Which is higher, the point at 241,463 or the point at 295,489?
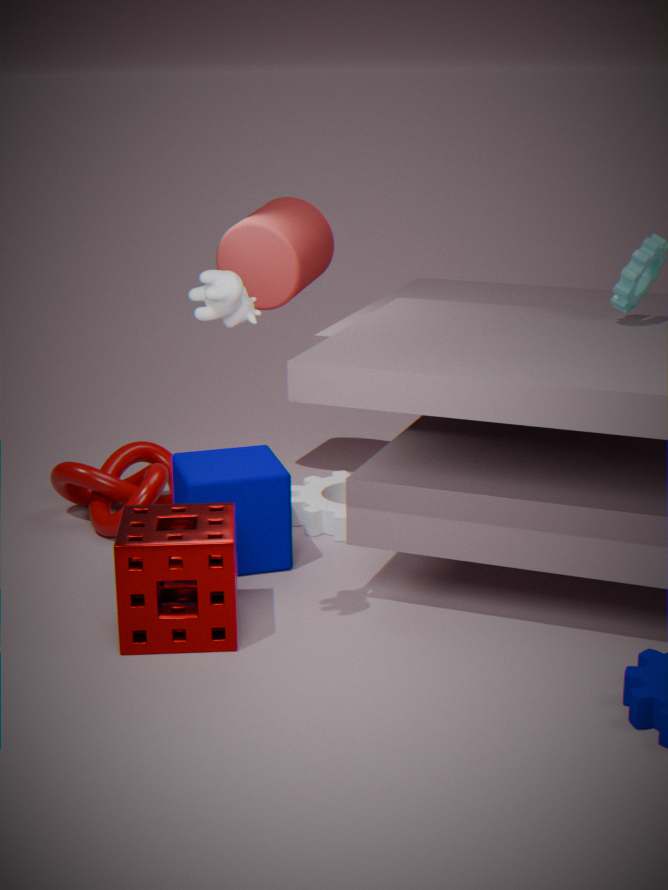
the point at 241,463
